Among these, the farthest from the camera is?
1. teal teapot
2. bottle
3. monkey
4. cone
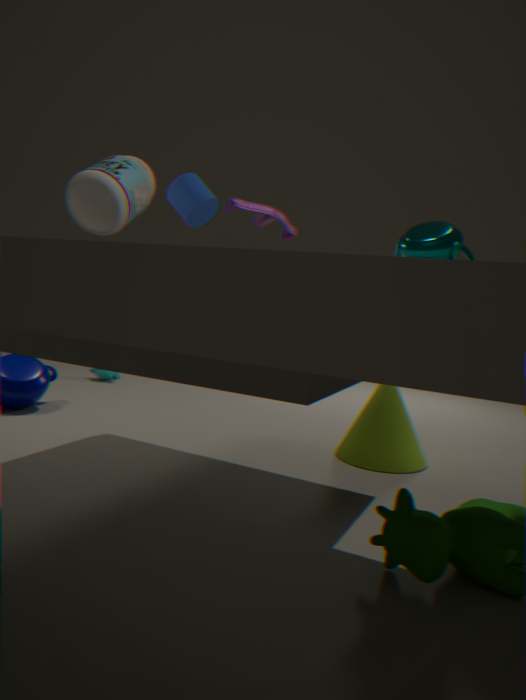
monkey
